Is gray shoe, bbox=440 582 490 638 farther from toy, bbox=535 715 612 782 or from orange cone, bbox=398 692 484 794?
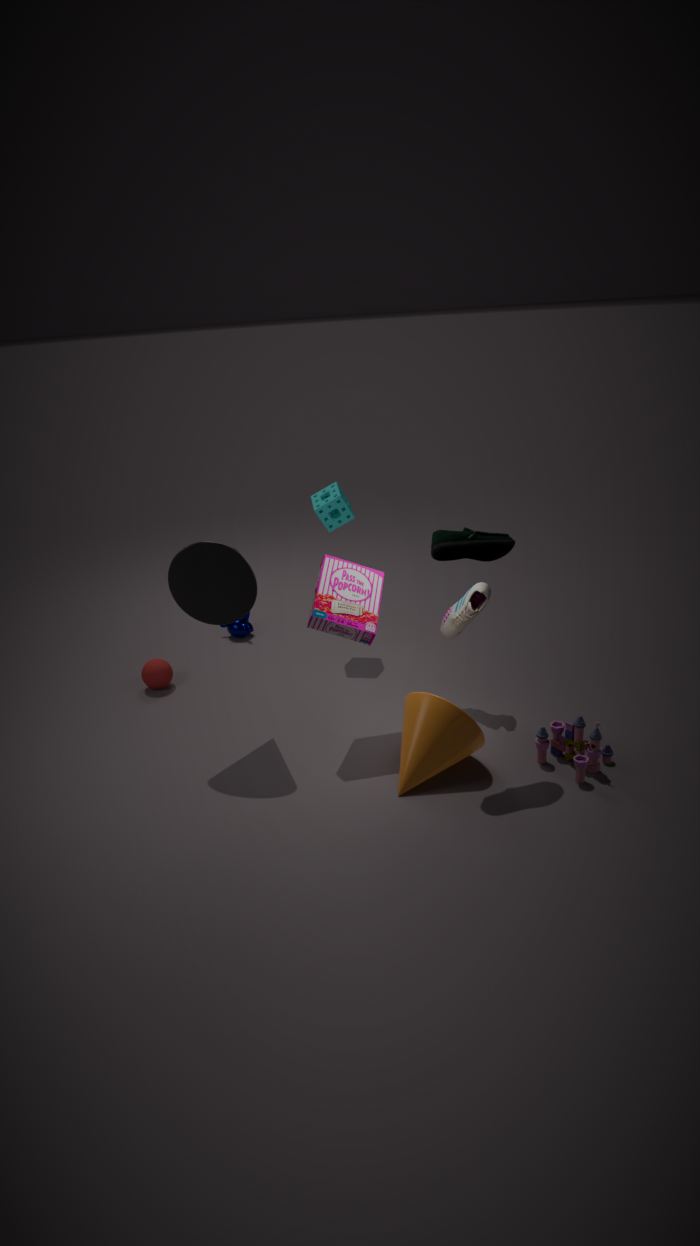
toy, bbox=535 715 612 782
